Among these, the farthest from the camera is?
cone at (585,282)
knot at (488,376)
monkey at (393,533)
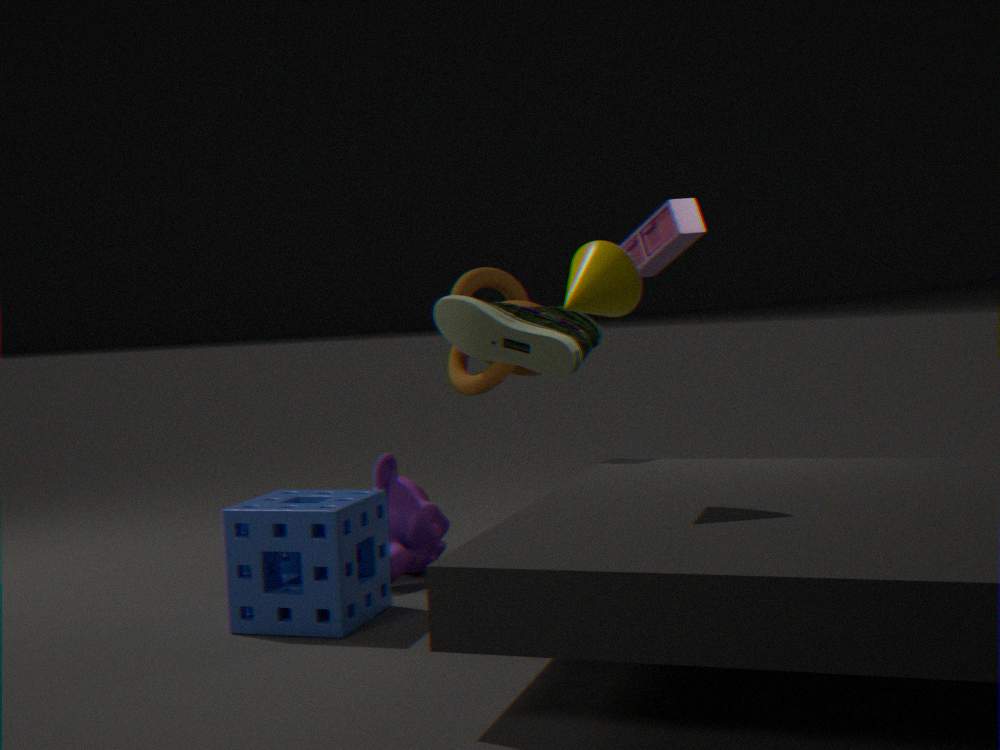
knot at (488,376)
